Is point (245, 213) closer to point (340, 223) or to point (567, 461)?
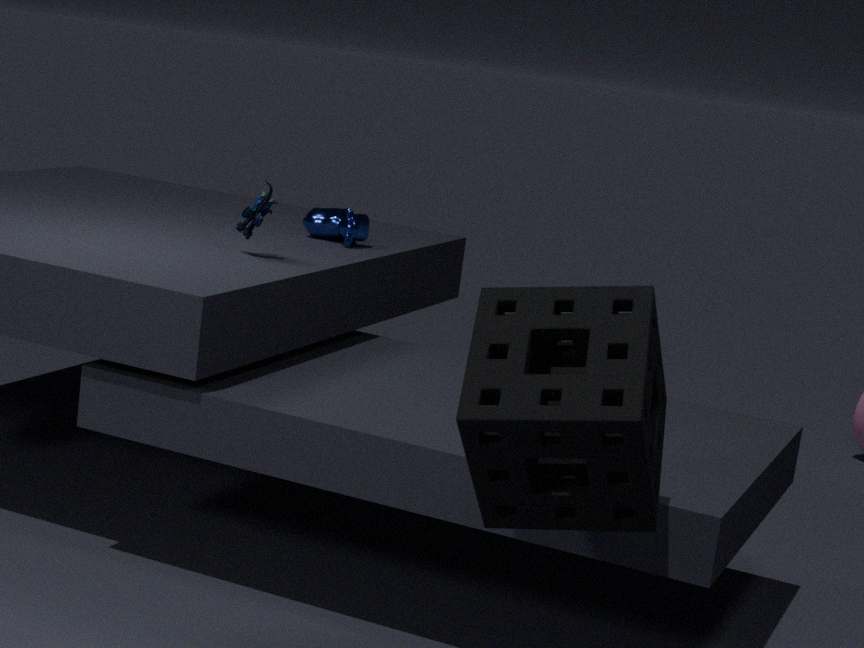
point (340, 223)
